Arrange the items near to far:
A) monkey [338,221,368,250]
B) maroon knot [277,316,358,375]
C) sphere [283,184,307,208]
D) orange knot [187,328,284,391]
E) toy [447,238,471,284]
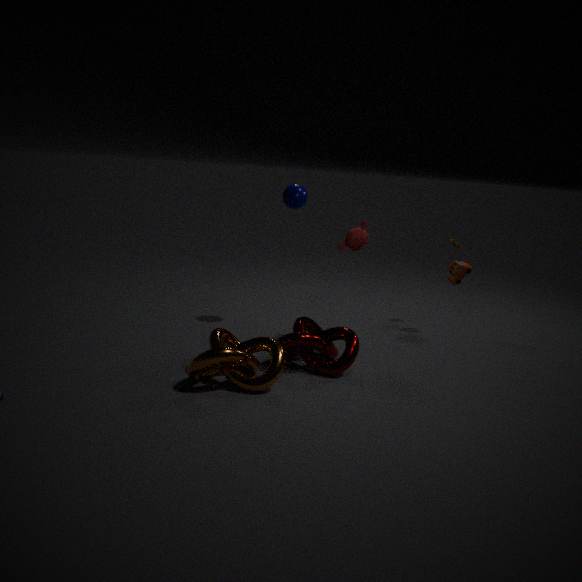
orange knot [187,328,284,391]
maroon knot [277,316,358,375]
monkey [338,221,368,250]
sphere [283,184,307,208]
toy [447,238,471,284]
